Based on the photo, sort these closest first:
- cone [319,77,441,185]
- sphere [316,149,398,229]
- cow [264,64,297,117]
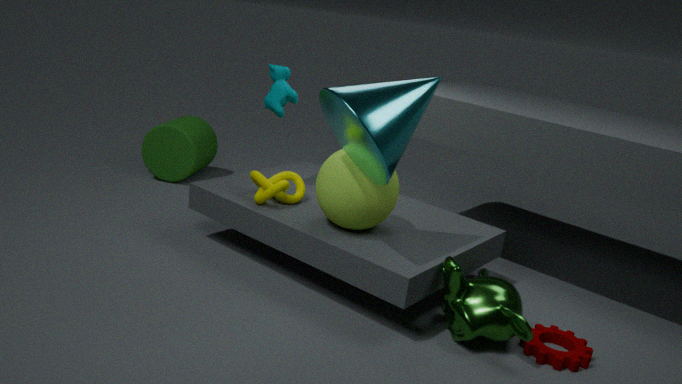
cone [319,77,441,185] < sphere [316,149,398,229] < cow [264,64,297,117]
